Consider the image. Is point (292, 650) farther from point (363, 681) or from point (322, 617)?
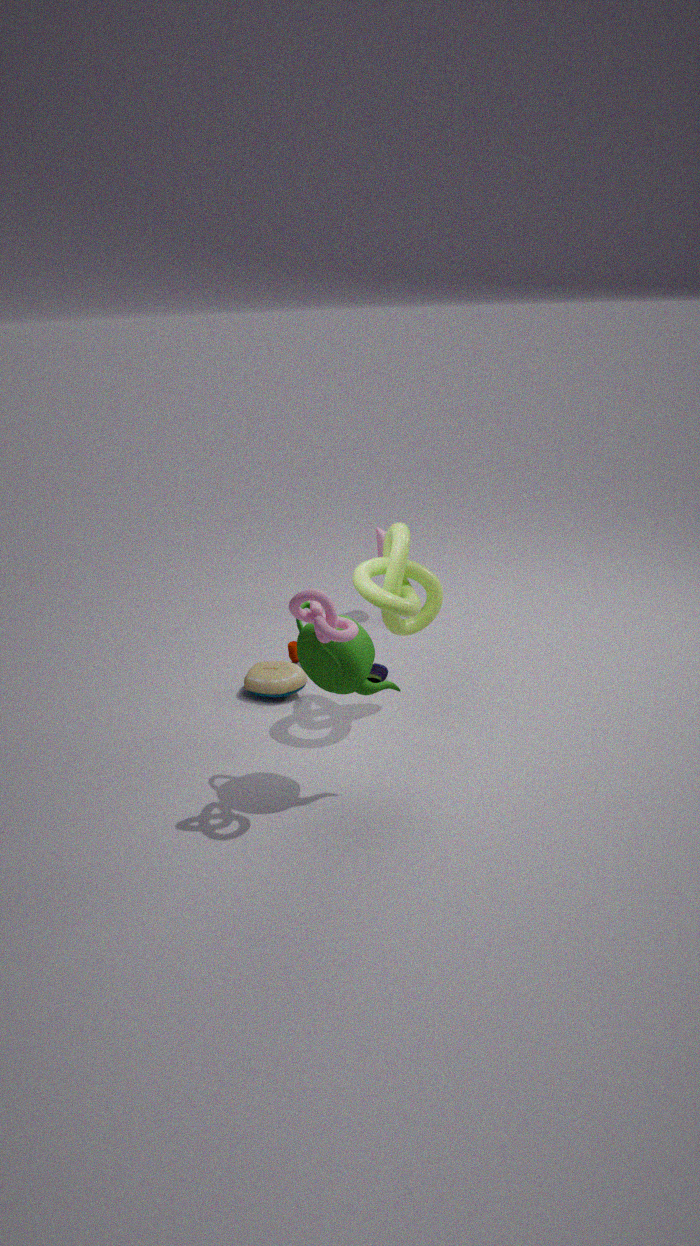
point (322, 617)
